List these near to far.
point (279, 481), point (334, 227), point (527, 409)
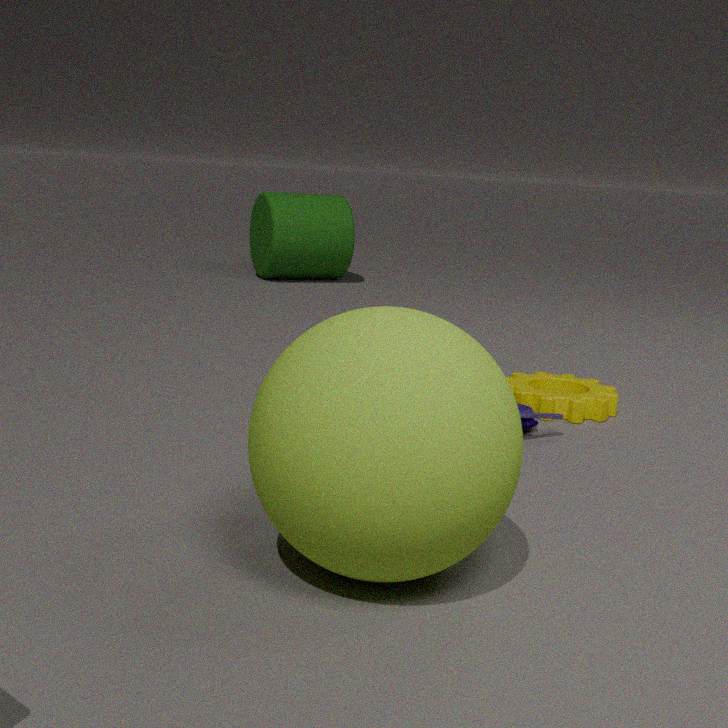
point (279, 481) → point (527, 409) → point (334, 227)
